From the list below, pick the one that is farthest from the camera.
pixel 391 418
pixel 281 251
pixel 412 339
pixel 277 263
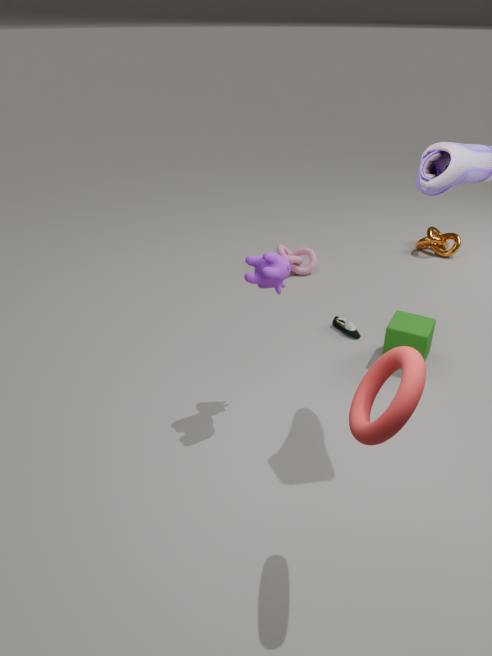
pixel 281 251
